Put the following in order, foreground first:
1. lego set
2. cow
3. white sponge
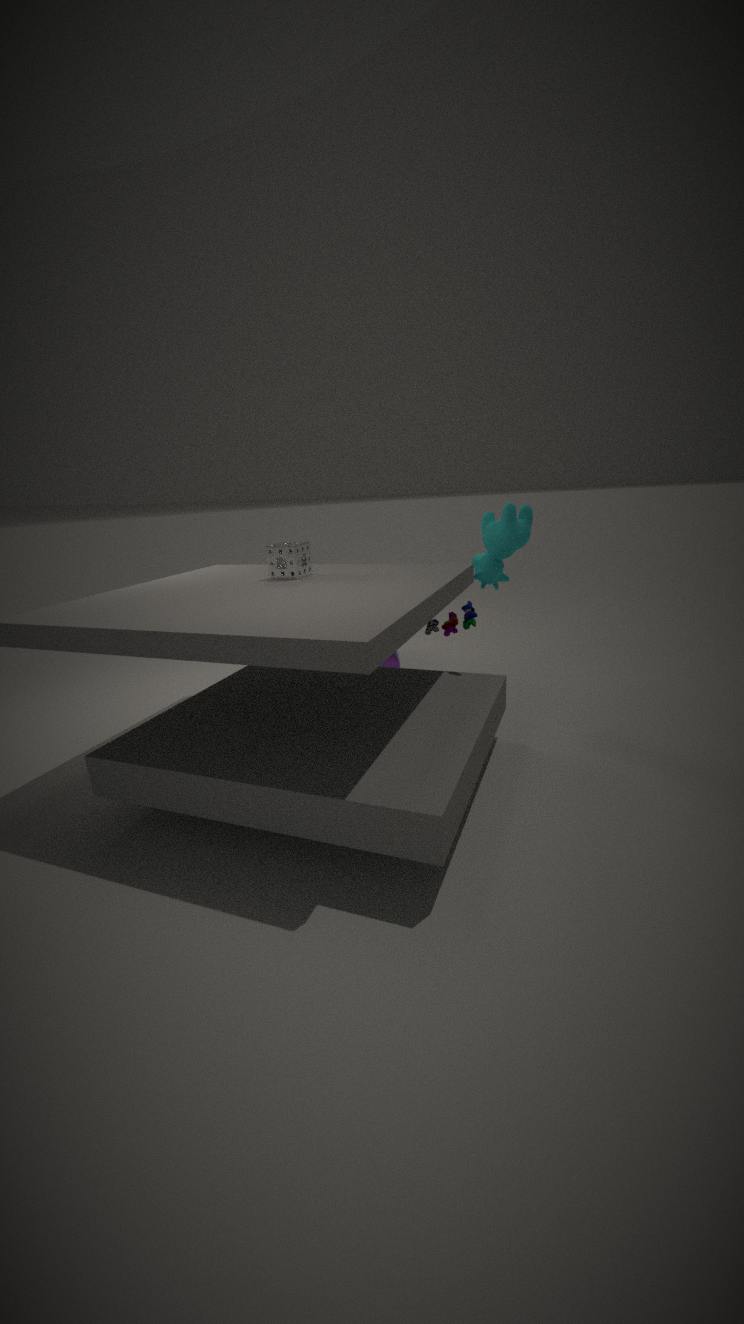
white sponge
lego set
cow
